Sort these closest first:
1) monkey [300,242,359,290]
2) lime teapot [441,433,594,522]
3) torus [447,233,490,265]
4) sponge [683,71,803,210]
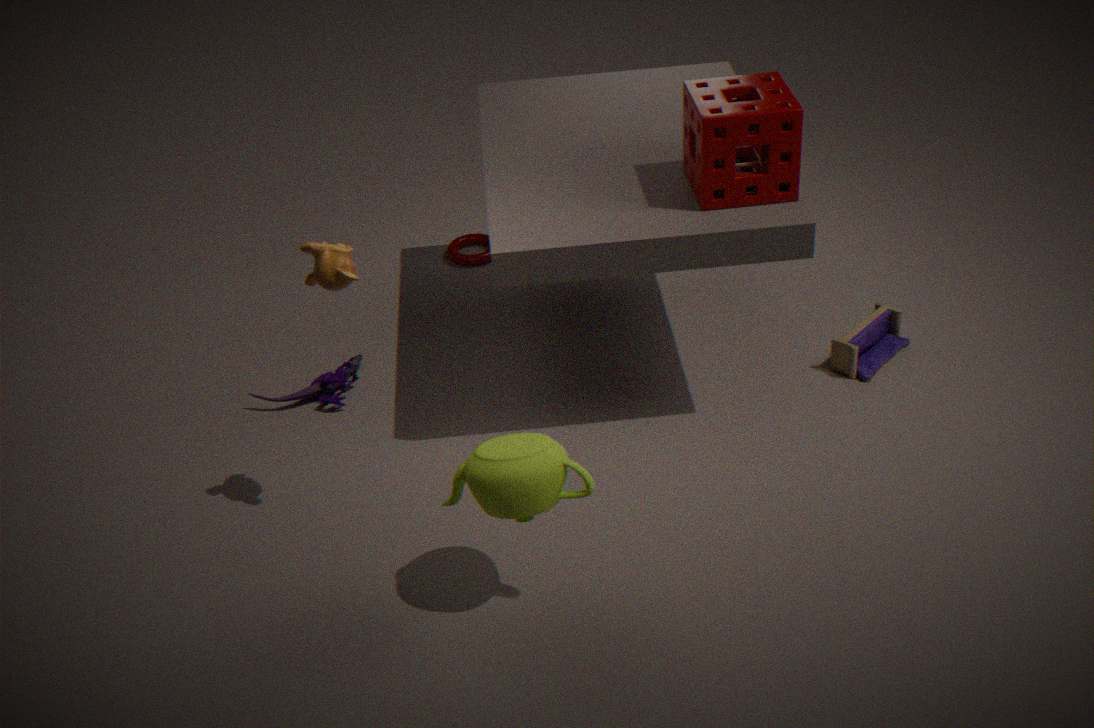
2. lime teapot [441,433,594,522] < 1. monkey [300,242,359,290] < 4. sponge [683,71,803,210] < 3. torus [447,233,490,265]
